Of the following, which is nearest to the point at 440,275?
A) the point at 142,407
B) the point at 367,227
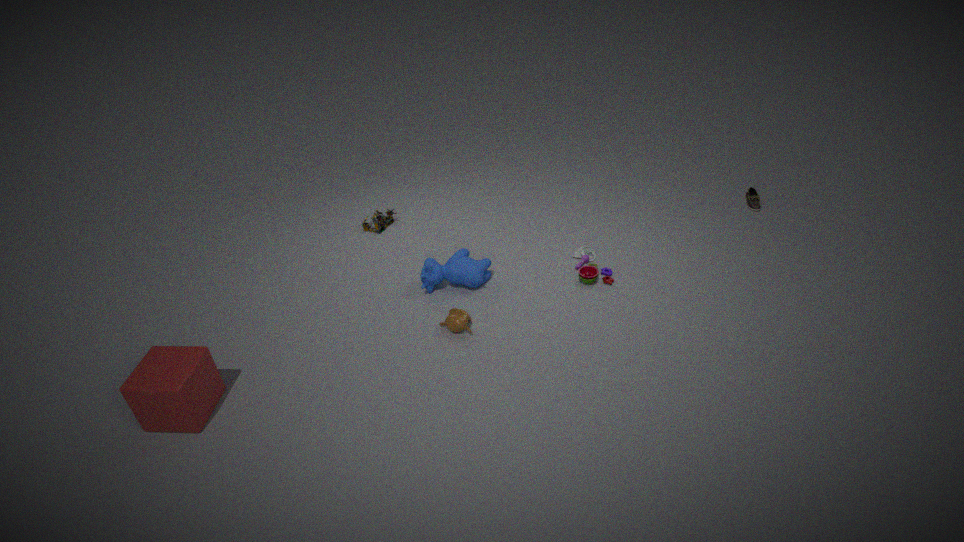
the point at 367,227
